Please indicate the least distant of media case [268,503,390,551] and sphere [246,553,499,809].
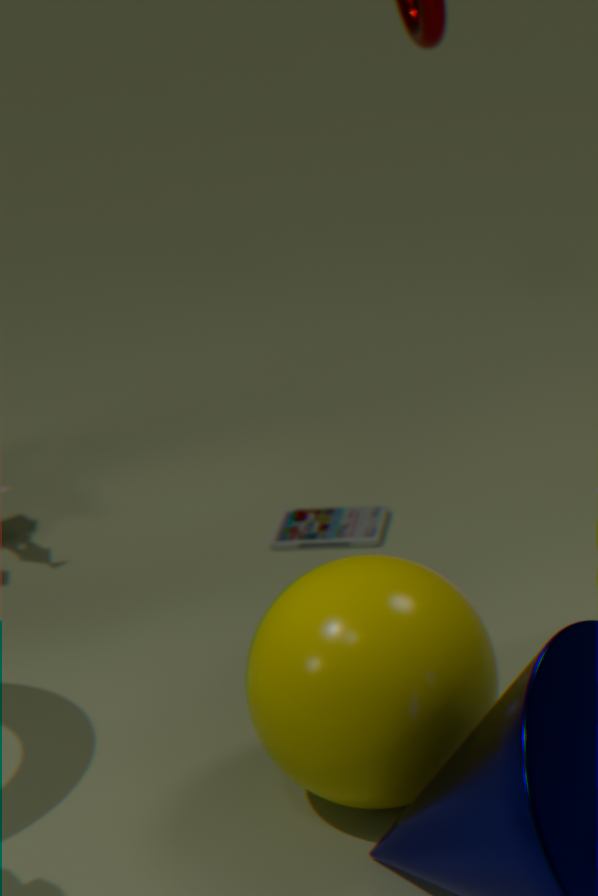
sphere [246,553,499,809]
